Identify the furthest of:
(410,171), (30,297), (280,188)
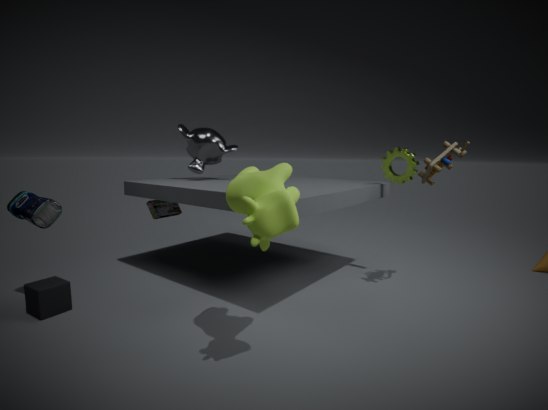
(410,171)
